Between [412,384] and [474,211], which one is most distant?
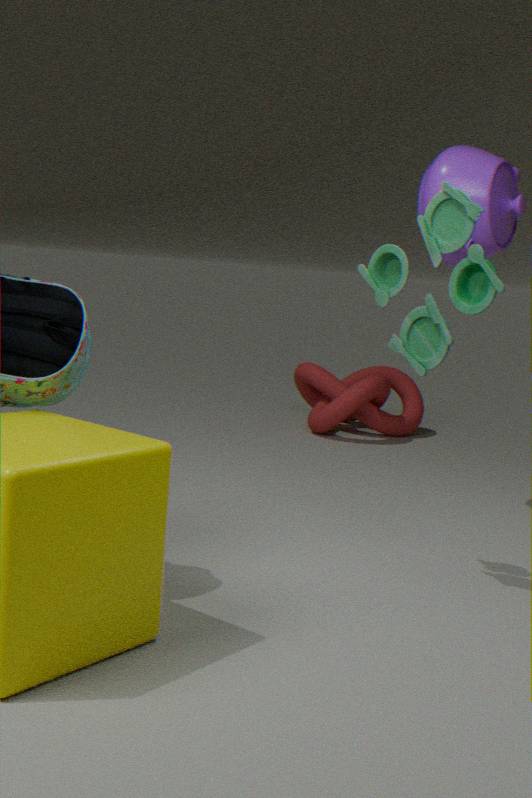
[412,384]
